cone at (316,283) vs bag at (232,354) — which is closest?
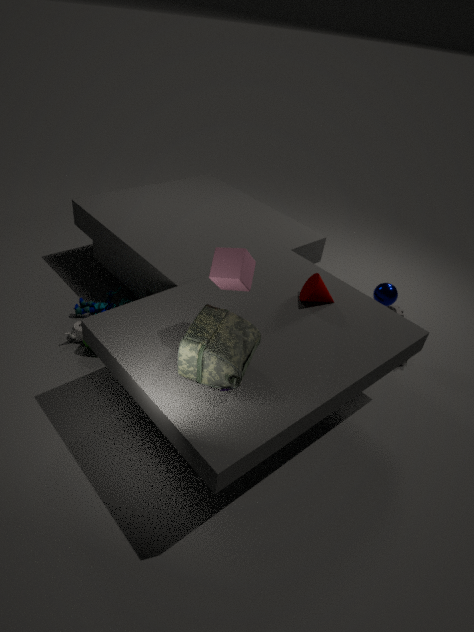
Result: bag at (232,354)
